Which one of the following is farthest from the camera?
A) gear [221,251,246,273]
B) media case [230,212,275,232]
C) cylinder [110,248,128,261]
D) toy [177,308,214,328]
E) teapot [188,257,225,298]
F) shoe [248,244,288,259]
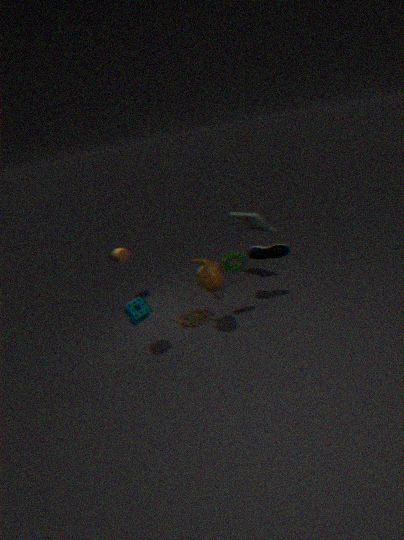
cylinder [110,248,128,261]
